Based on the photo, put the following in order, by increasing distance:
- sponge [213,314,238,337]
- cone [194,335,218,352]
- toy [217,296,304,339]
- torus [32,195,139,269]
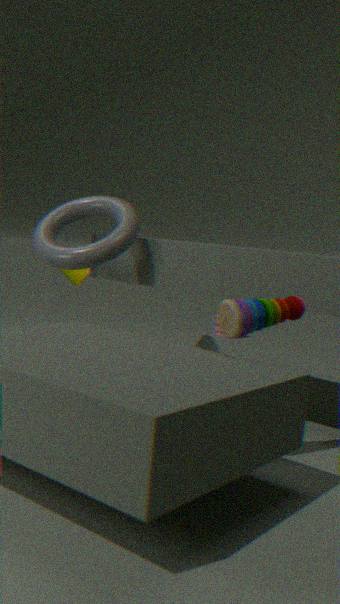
toy [217,296,304,339], torus [32,195,139,269], cone [194,335,218,352], sponge [213,314,238,337]
